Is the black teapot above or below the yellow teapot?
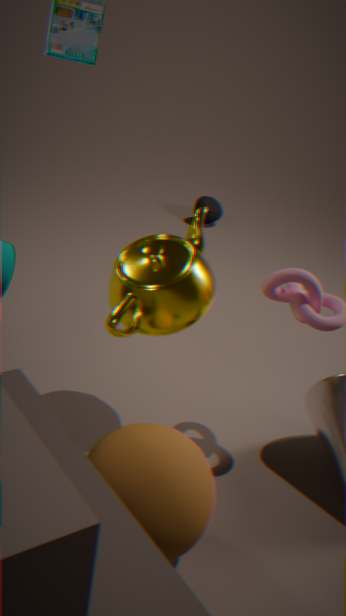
below
